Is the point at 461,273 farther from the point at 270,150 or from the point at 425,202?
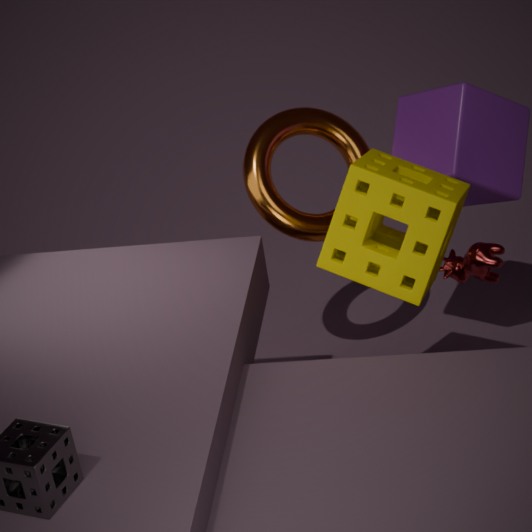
the point at 270,150
